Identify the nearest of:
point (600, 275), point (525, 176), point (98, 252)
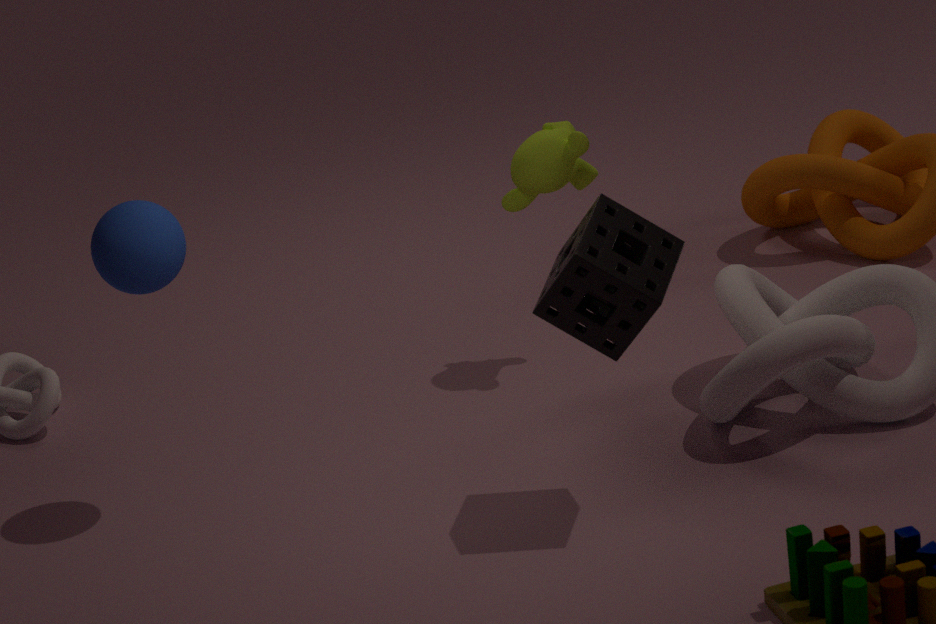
point (600, 275)
